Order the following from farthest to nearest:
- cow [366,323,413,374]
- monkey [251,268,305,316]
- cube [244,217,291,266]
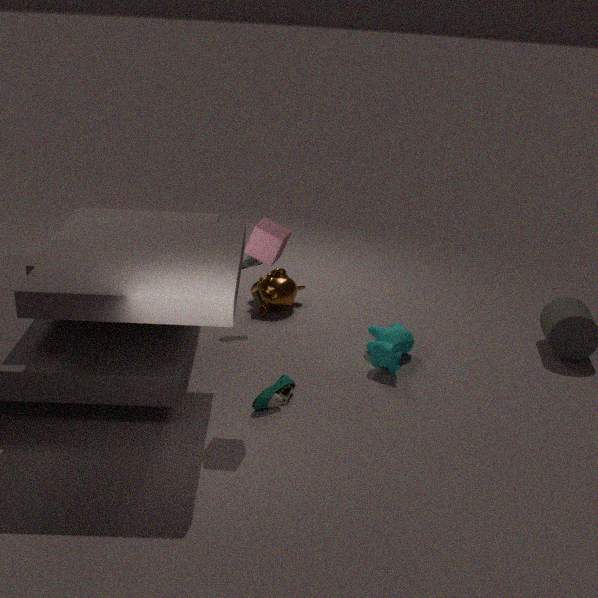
monkey [251,268,305,316]
cow [366,323,413,374]
cube [244,217,291,266]
